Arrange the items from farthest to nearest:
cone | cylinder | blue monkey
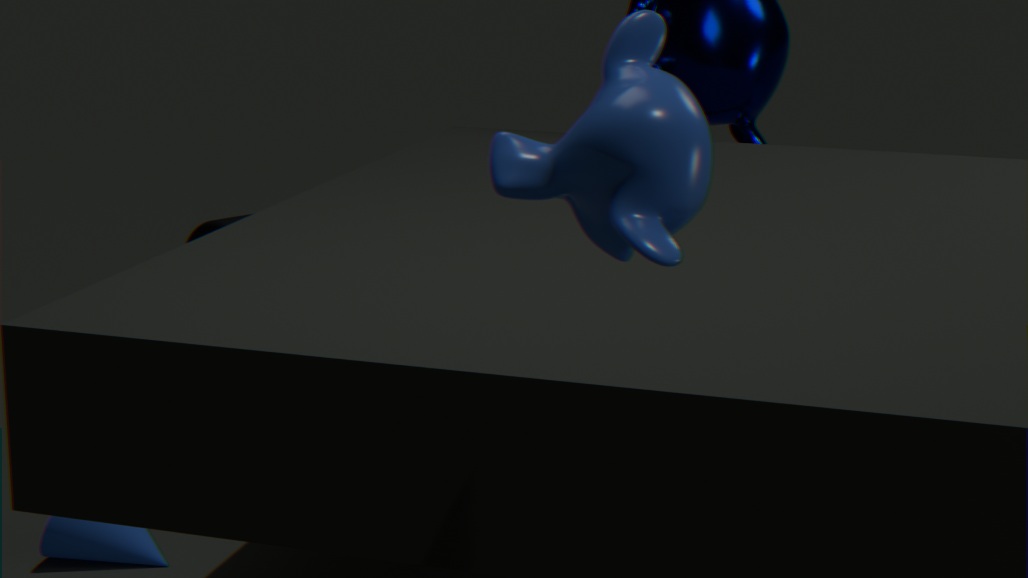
cylinder, cone, blue monkey
